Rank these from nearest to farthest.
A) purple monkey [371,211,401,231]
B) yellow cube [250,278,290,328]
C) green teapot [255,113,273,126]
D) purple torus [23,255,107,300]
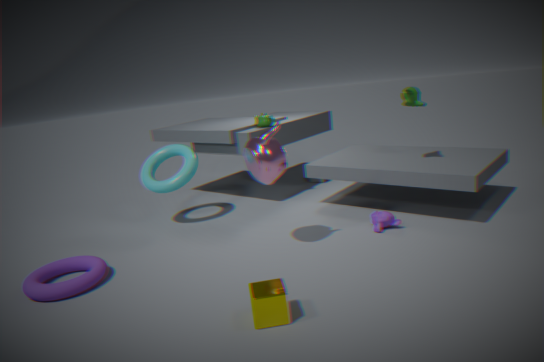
yellow cube [250,278,290,328] < purple torus [23,255,107,300] < purple monkey [371,211,401,231] < green teapot [255,113,273,126]
